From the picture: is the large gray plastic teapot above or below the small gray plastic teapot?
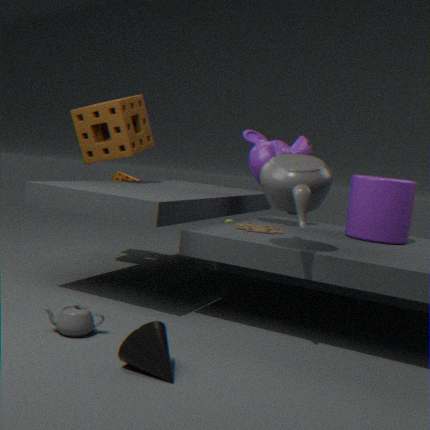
above
